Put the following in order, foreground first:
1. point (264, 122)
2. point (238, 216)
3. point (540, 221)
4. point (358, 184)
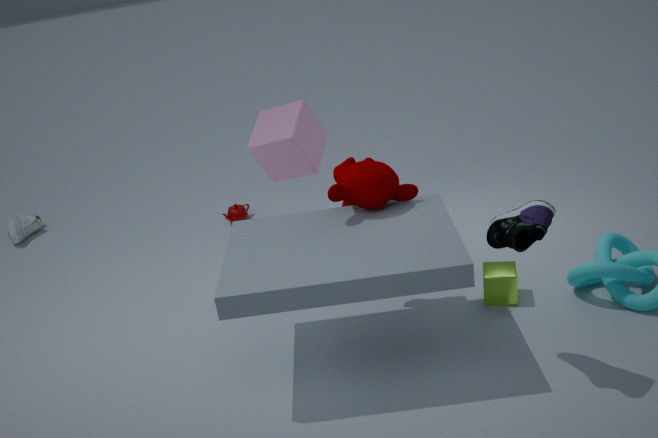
point (540, 221) → point (358, 184) → point (264, 122) → point (238, 216)
